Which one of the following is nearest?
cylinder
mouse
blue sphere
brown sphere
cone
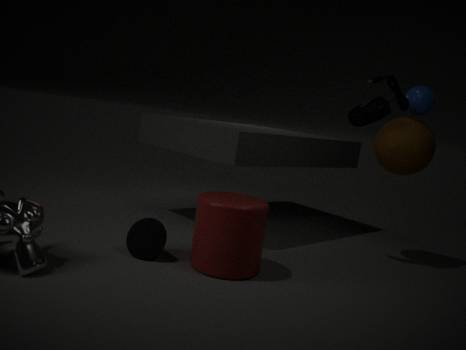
cylinder
